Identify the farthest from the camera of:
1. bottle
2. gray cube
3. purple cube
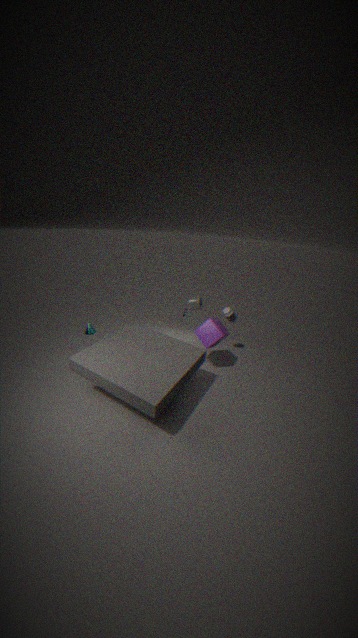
bottle
